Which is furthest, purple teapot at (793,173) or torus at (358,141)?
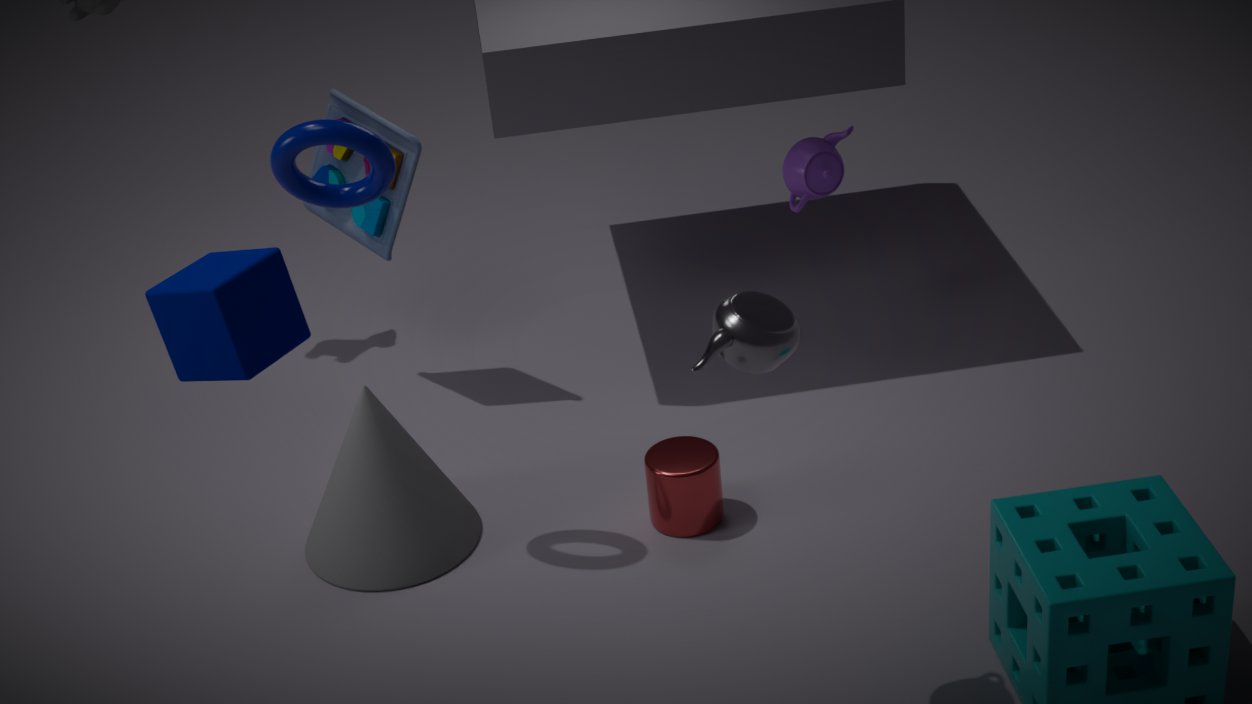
purple teapot at (793,173)
